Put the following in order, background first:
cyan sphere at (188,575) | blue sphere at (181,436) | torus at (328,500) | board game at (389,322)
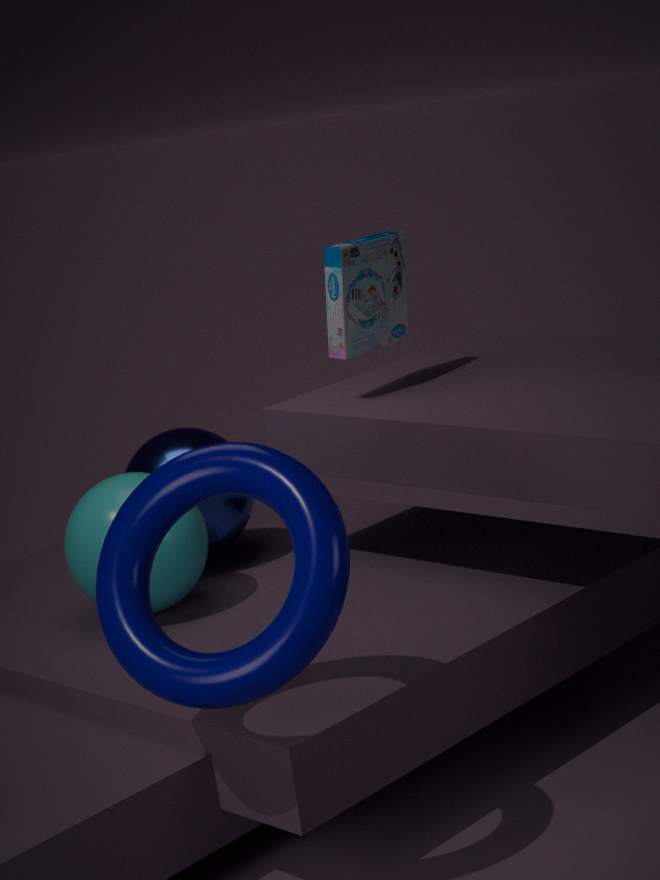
blue sphere at (181,436) → board game at (389,322) → cyan sphere at (188,575) → torus at (328,500)
